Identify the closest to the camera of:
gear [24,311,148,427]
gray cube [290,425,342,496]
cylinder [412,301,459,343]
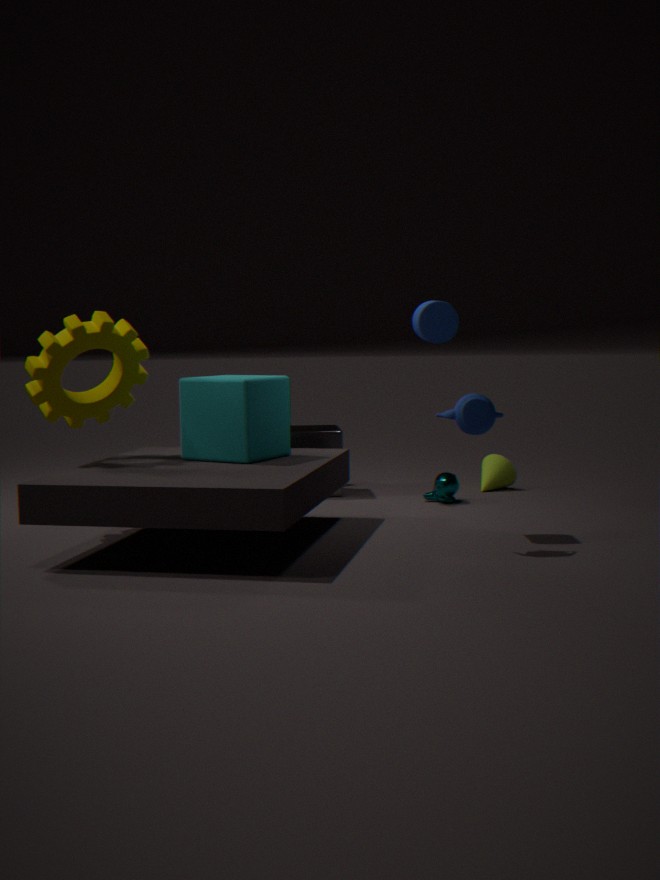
cylinder [412,301,459,343]
